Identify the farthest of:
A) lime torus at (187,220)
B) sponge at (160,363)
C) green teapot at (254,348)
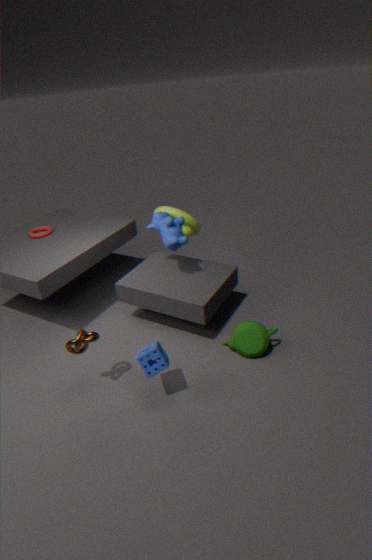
lime torus at (187,220)
